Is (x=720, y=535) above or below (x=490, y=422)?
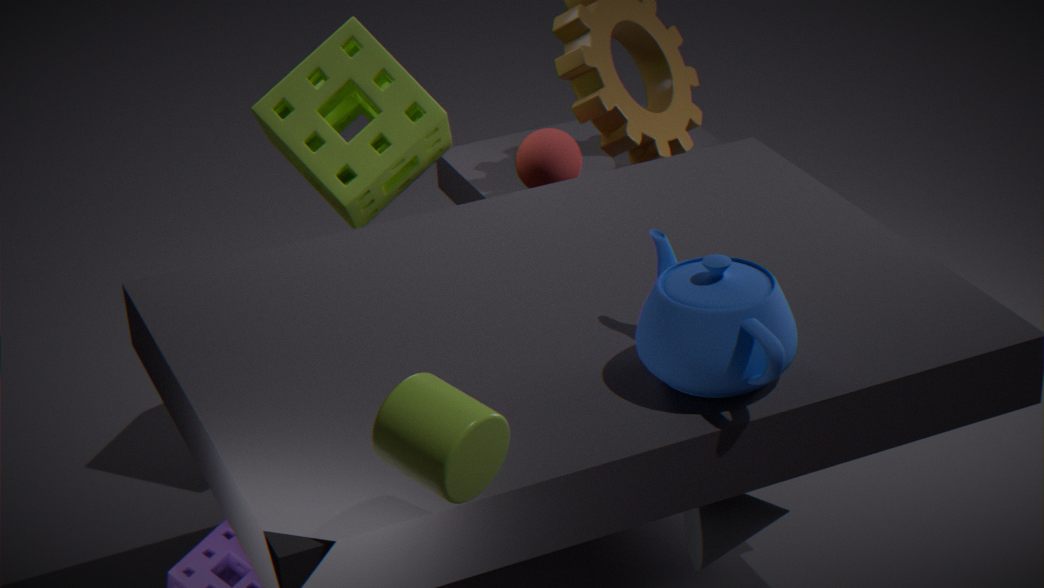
below
